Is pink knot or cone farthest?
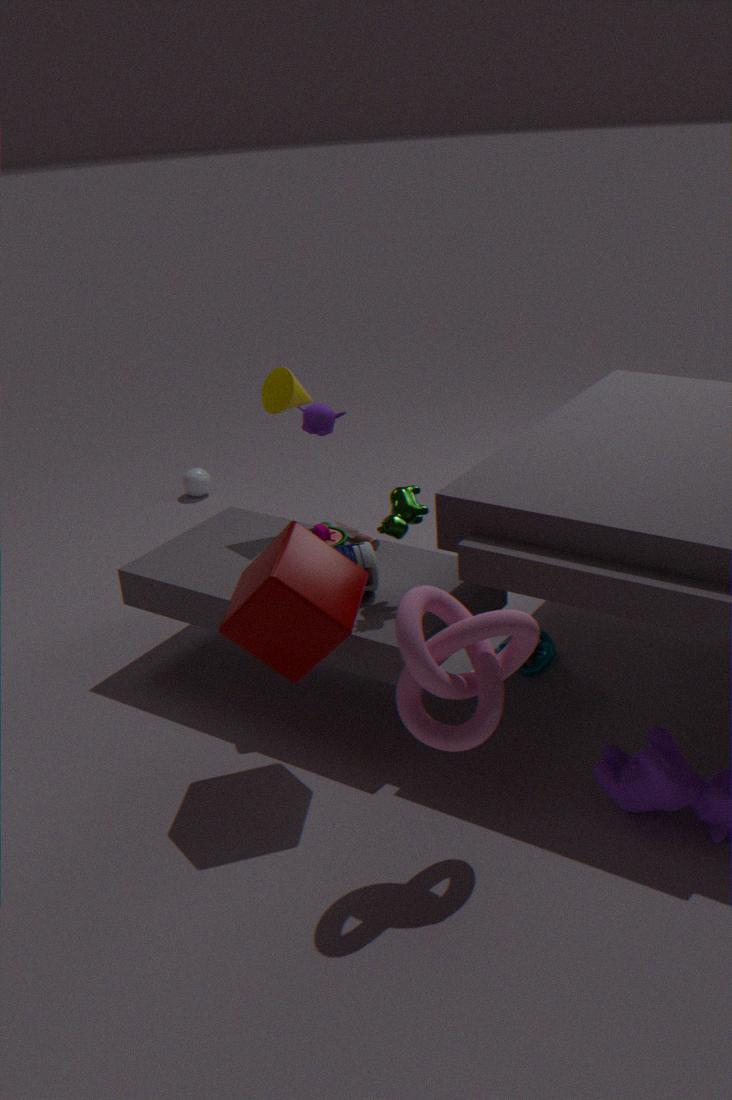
cone
